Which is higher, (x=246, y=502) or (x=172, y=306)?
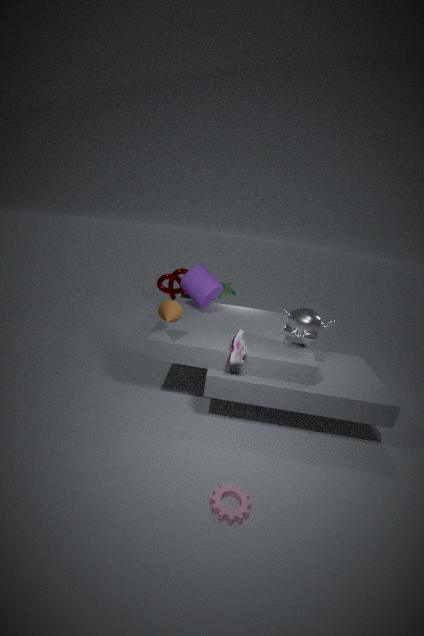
(x=172, y=306)
